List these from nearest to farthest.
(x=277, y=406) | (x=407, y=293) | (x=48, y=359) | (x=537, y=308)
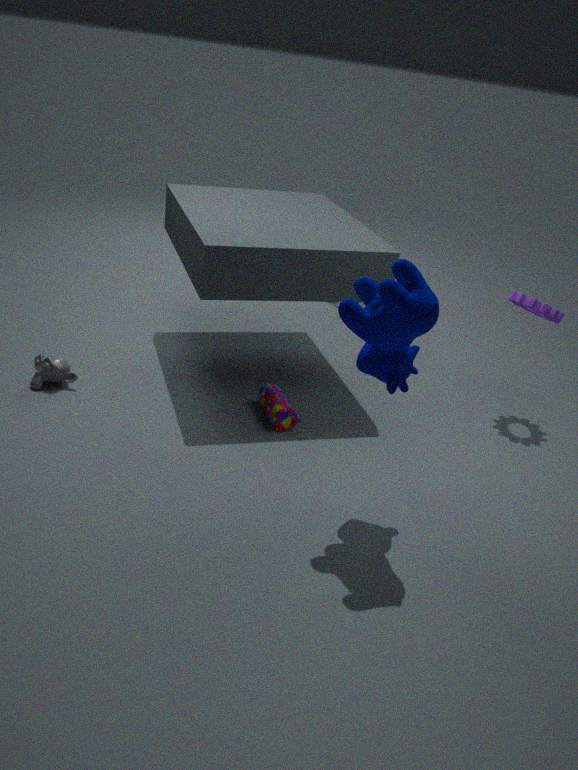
(x=407, y=293) < (x=277, y=406) < (x=48, y=359) < (x=537, y=308)
